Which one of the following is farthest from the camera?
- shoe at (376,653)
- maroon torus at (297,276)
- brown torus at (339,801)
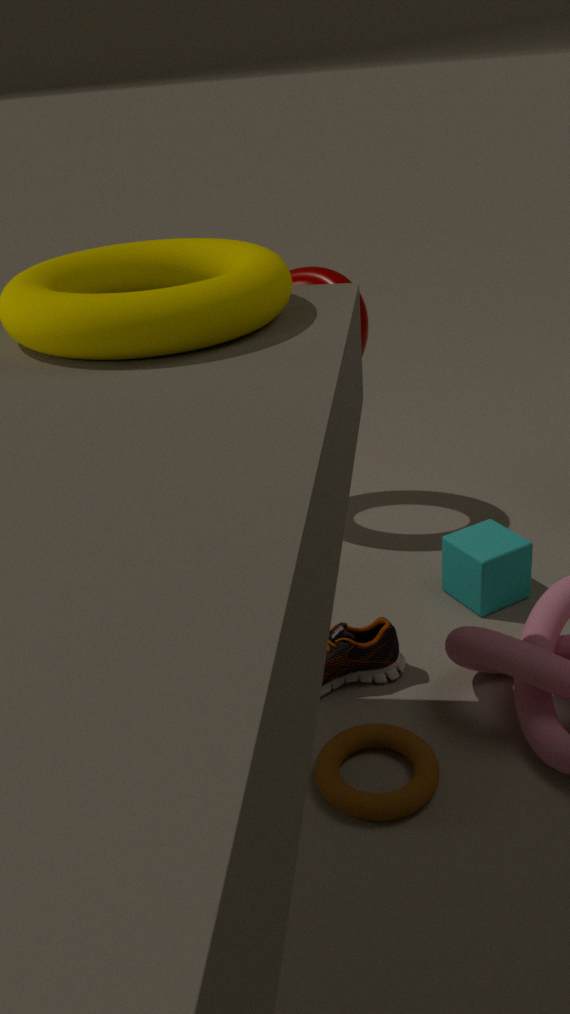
maroon torus at (297,276)
